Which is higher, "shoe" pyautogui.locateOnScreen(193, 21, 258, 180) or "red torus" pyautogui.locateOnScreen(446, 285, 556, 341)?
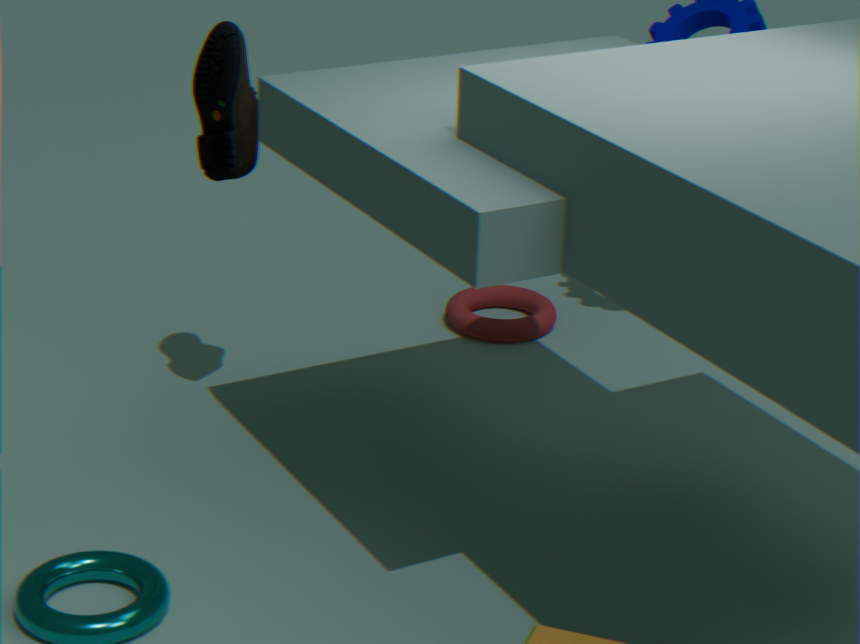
"shoe" pyautogui.locateOnScreen(193, 21, 258, 180)
